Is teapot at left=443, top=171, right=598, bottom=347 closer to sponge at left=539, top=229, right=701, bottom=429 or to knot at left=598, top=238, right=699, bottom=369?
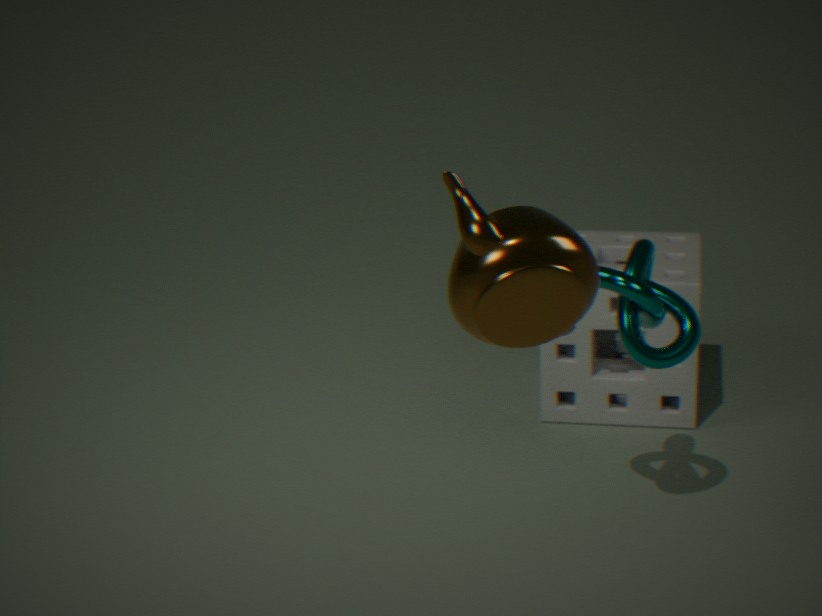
knot at left=598, top=238, right=699, bottom=369
